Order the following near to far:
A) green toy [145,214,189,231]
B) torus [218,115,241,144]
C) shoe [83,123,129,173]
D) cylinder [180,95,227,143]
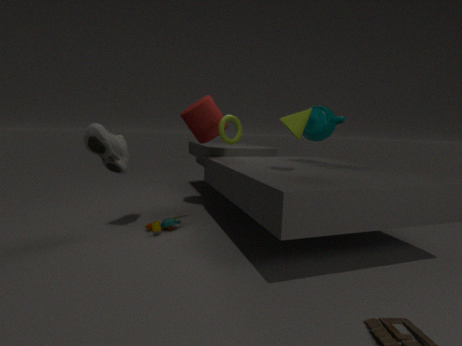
shoe [83,123,129,173] → green toy [145,214,189,231] → torus [218,115,241,144] → cylinder [180,95,227,143]
